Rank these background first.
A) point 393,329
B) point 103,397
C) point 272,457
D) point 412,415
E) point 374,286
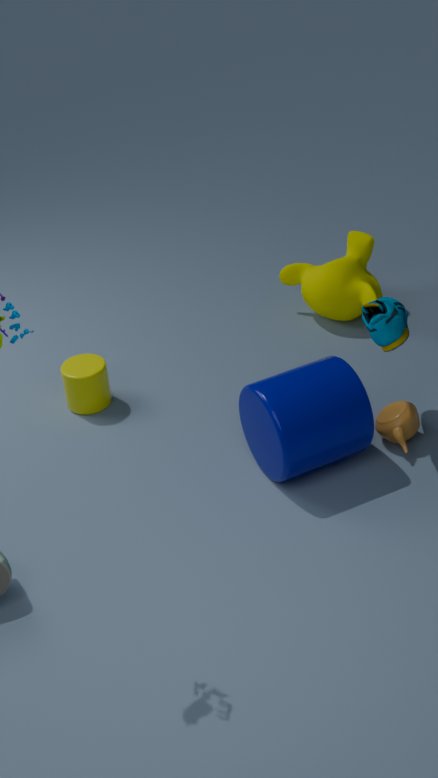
point 374,286
point 103,397
point 412,415
point 272,457
point 393,329
